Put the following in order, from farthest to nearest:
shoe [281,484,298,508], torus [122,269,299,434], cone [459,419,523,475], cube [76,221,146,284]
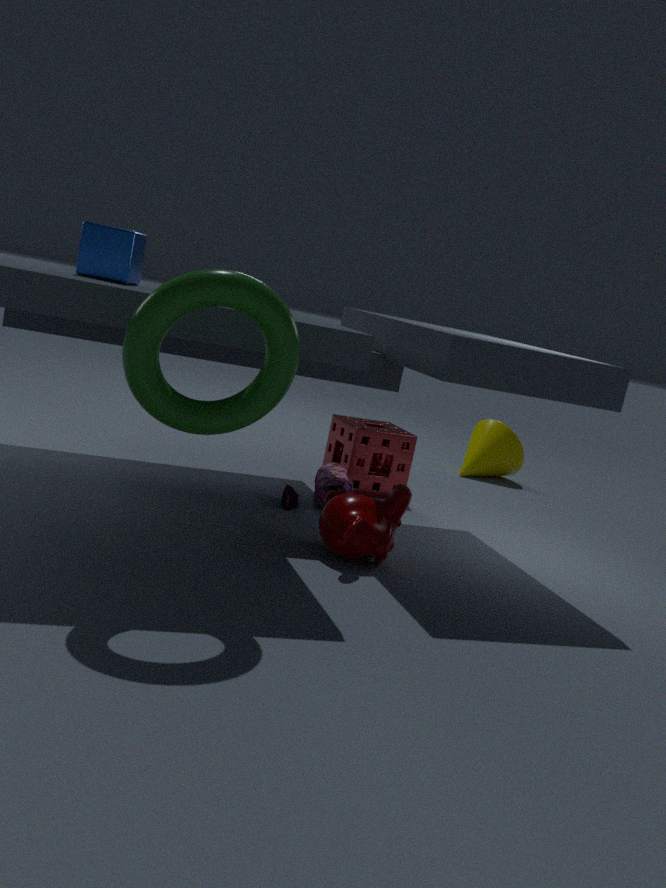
cone [459,419,523,475] → shoe [281,484,298,508] → cube [76,221,146,284] → torus [122,269,299,434]
